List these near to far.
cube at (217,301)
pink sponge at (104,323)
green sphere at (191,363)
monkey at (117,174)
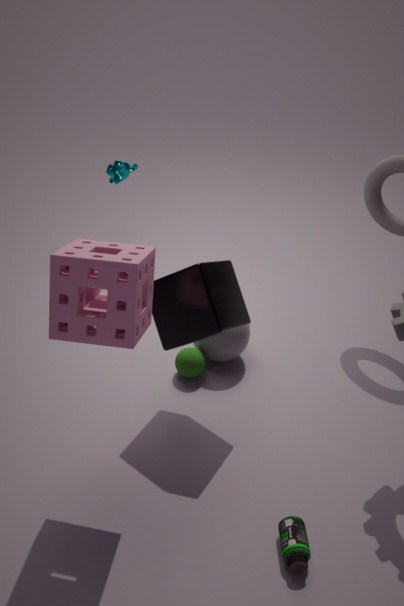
pink sponge at (104,323) < cube at (217,301) < green sphere at (191,363) < monkey at (117,174)
